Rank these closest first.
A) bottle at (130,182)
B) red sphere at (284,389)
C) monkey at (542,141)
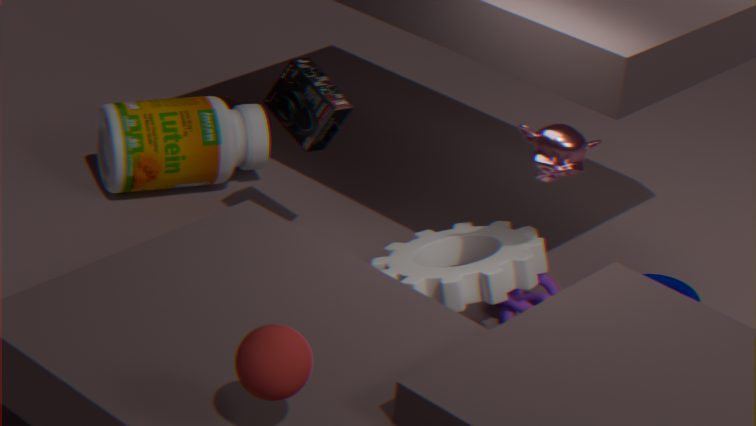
red sphere at (284,389), monkey at (542,141), bottle at (130,182)
